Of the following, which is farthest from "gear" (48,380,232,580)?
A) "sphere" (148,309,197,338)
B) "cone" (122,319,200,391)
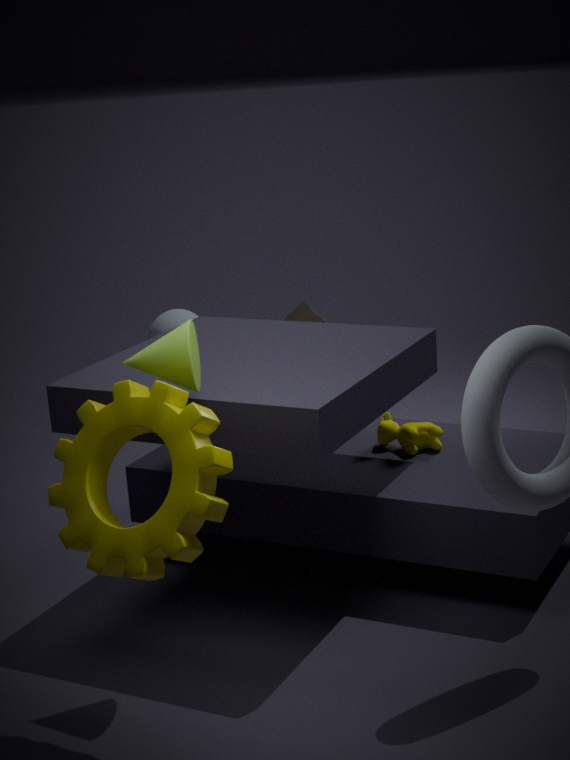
"sphere" (148,309,197,338)
